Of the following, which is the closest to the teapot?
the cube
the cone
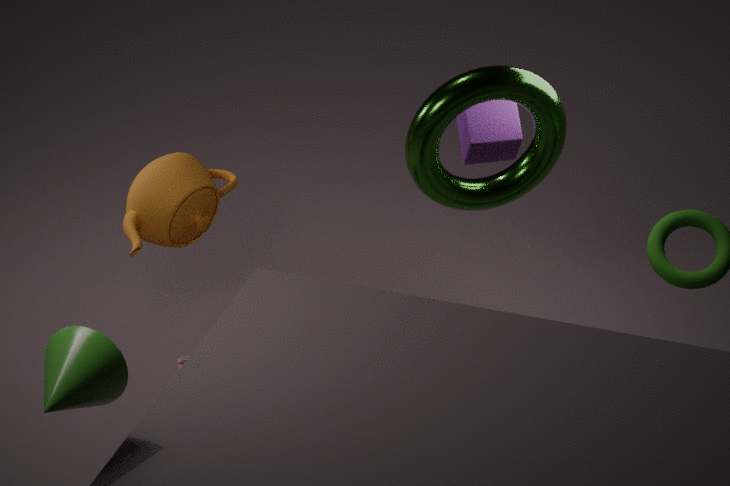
the cube
